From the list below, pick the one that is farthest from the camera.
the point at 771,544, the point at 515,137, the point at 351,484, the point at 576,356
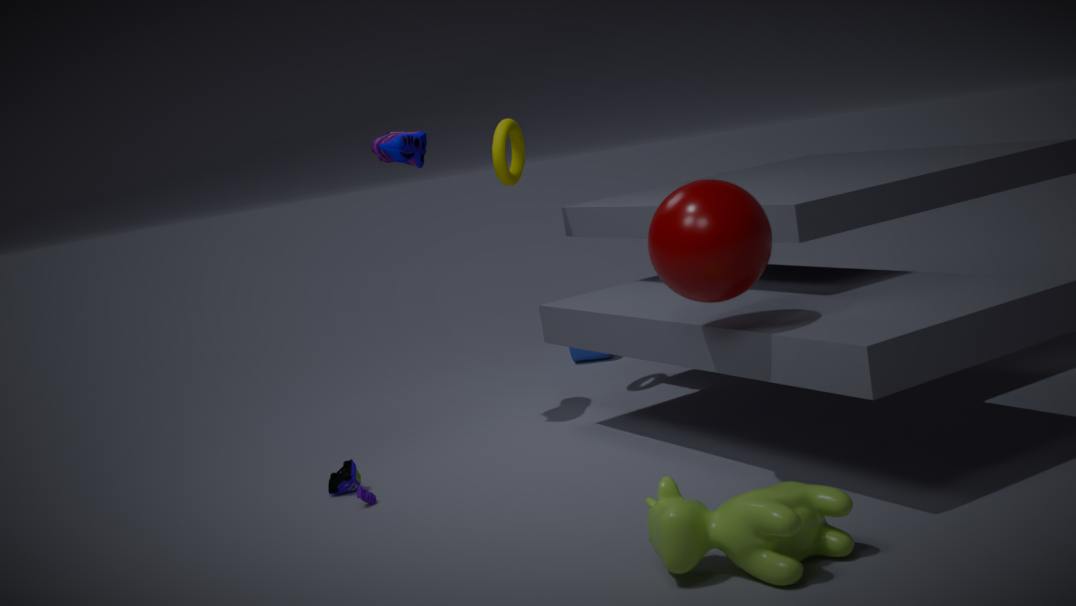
the point at 576,356
